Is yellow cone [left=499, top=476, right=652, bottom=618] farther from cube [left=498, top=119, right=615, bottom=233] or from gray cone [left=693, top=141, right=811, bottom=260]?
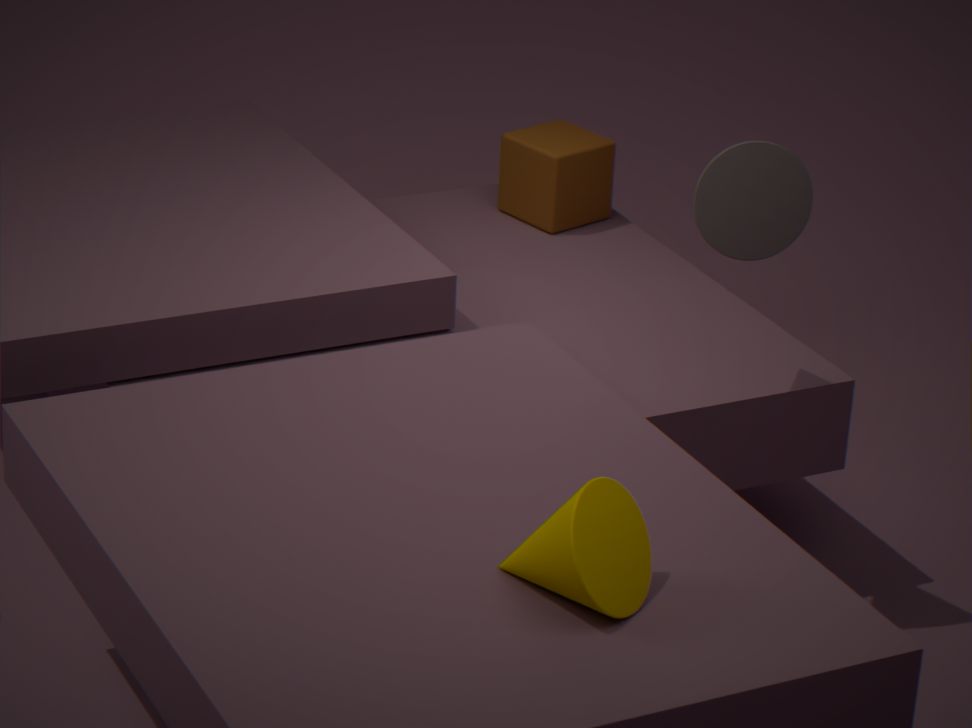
cube [left=498, top=119, right=615, bottom=233]
